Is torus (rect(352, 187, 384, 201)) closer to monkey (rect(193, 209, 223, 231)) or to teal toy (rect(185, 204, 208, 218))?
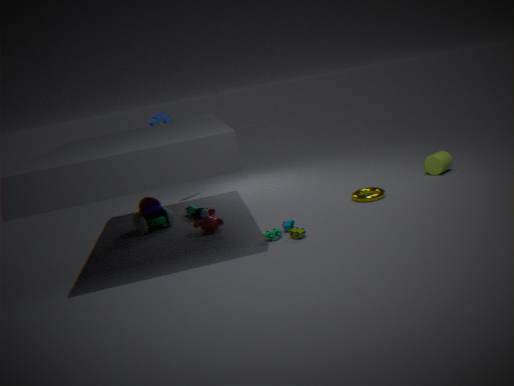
monkey (rect(193, 209, 223, 231))
